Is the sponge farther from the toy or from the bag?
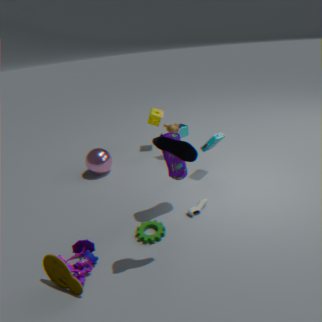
the toy
